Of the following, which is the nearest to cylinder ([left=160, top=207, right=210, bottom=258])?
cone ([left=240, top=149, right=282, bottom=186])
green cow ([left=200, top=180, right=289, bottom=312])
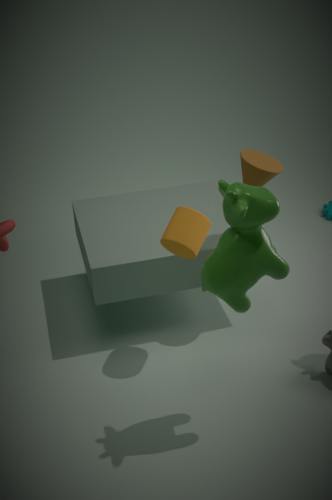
cone ([left=240, top=149, right=282, bottom=186])
